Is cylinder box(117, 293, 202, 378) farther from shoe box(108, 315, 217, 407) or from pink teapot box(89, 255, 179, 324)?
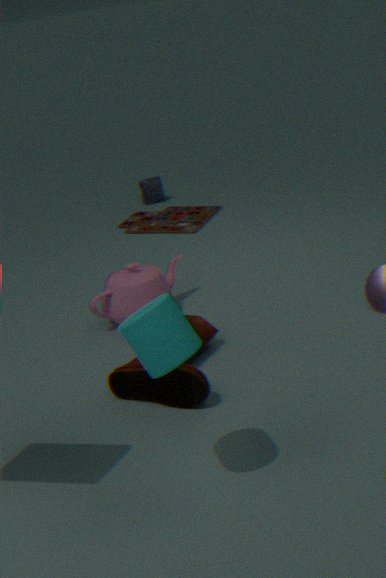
pink teapot box(89, 255, 179, 324)
